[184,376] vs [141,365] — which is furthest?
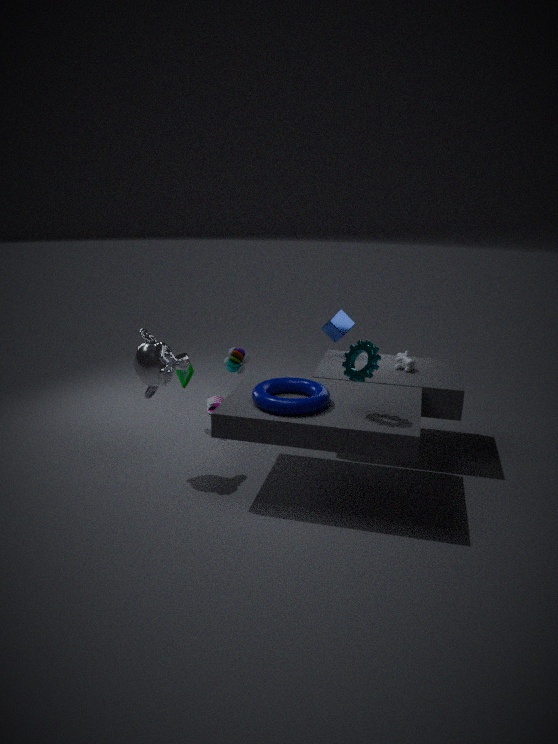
[184,376]
